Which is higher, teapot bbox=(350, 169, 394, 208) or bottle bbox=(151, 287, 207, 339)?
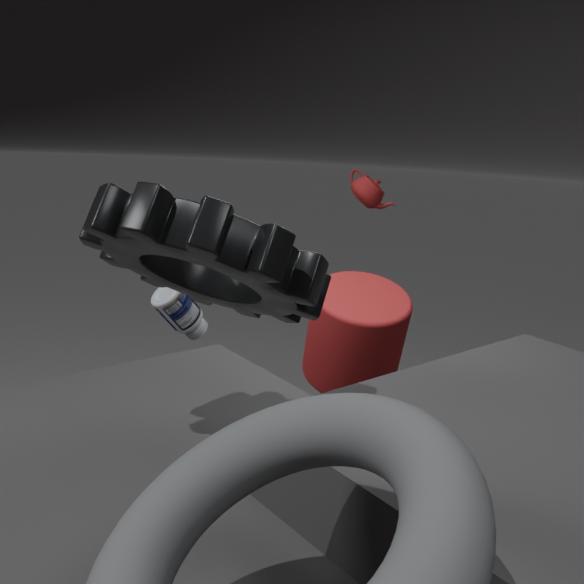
teapot bbox=(350, 169, 394, 208)
